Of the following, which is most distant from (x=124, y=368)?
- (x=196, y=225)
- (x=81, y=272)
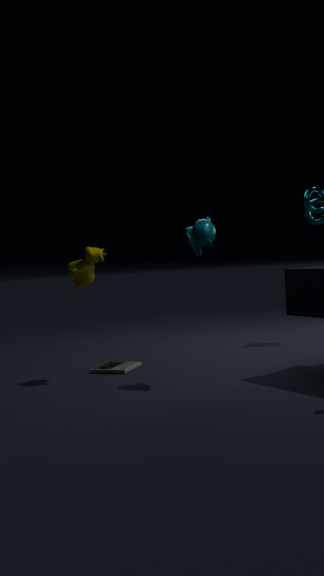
(x=196, y=225)
